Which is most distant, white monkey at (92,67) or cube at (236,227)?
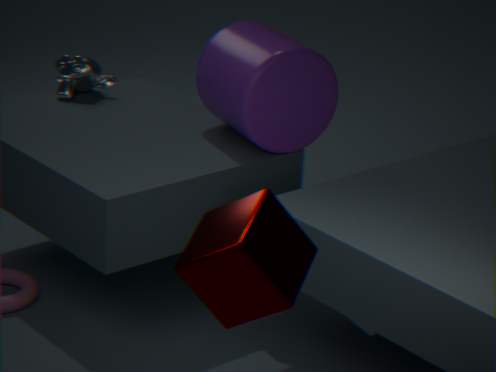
white monkey at (92,67)
